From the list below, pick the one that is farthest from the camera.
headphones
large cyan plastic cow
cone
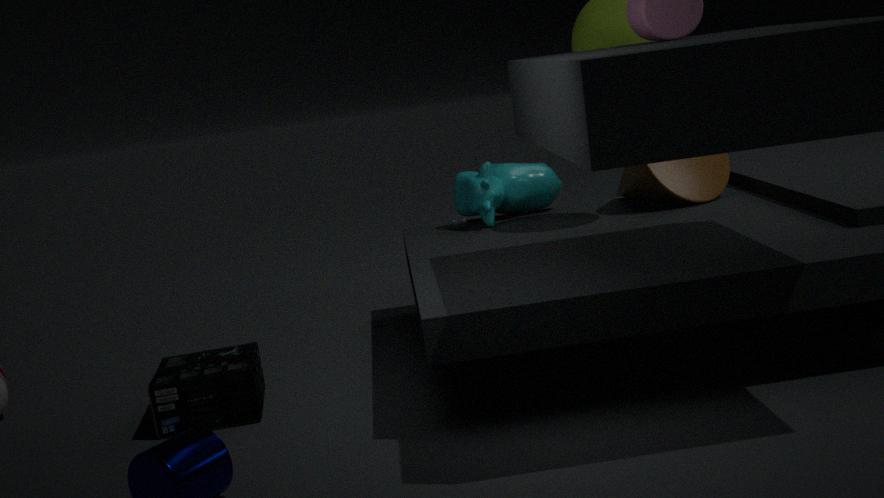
large cyan plastic cow
